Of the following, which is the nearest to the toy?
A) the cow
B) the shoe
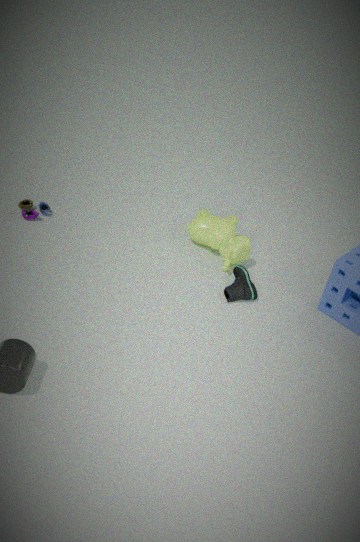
the cow
